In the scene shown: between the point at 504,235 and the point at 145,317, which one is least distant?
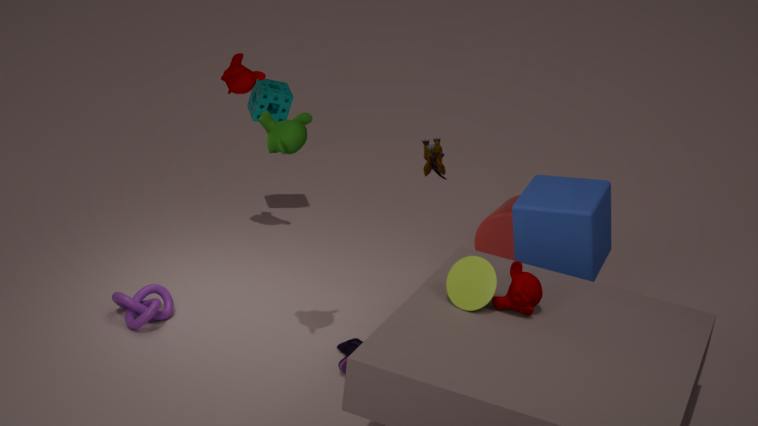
the point at 145,317
